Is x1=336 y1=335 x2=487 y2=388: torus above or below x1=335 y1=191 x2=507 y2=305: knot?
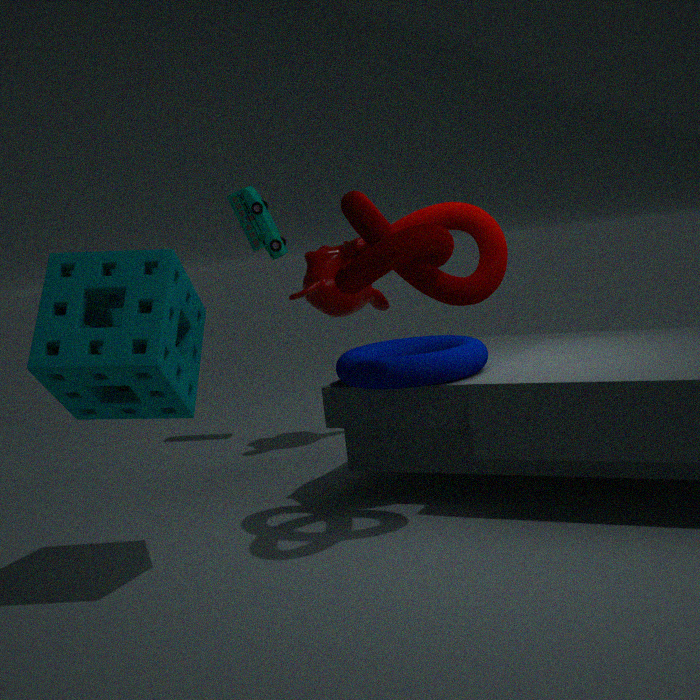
below
